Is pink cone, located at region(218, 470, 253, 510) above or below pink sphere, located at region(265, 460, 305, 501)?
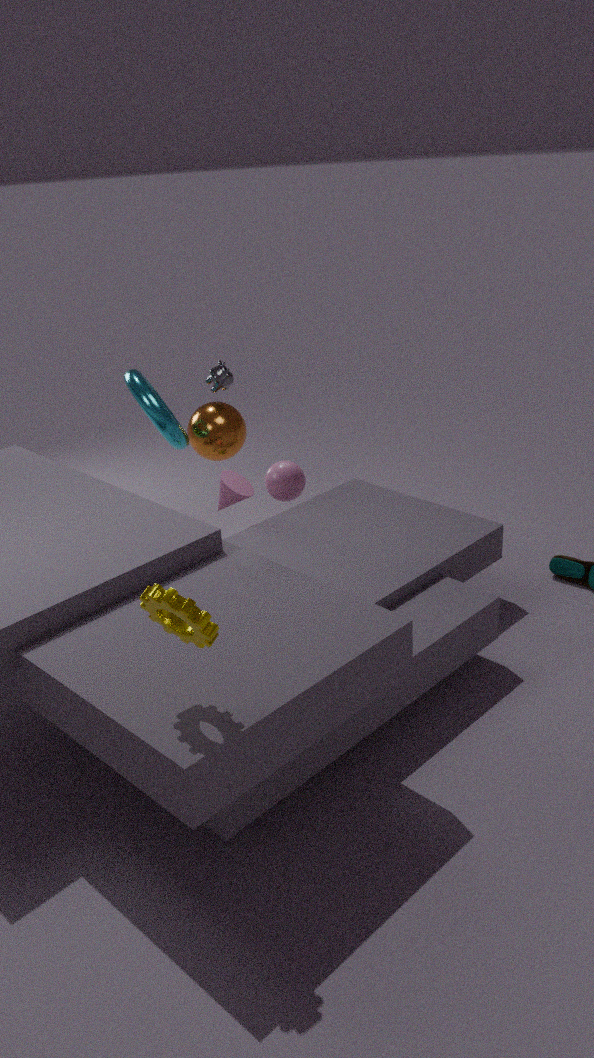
below
